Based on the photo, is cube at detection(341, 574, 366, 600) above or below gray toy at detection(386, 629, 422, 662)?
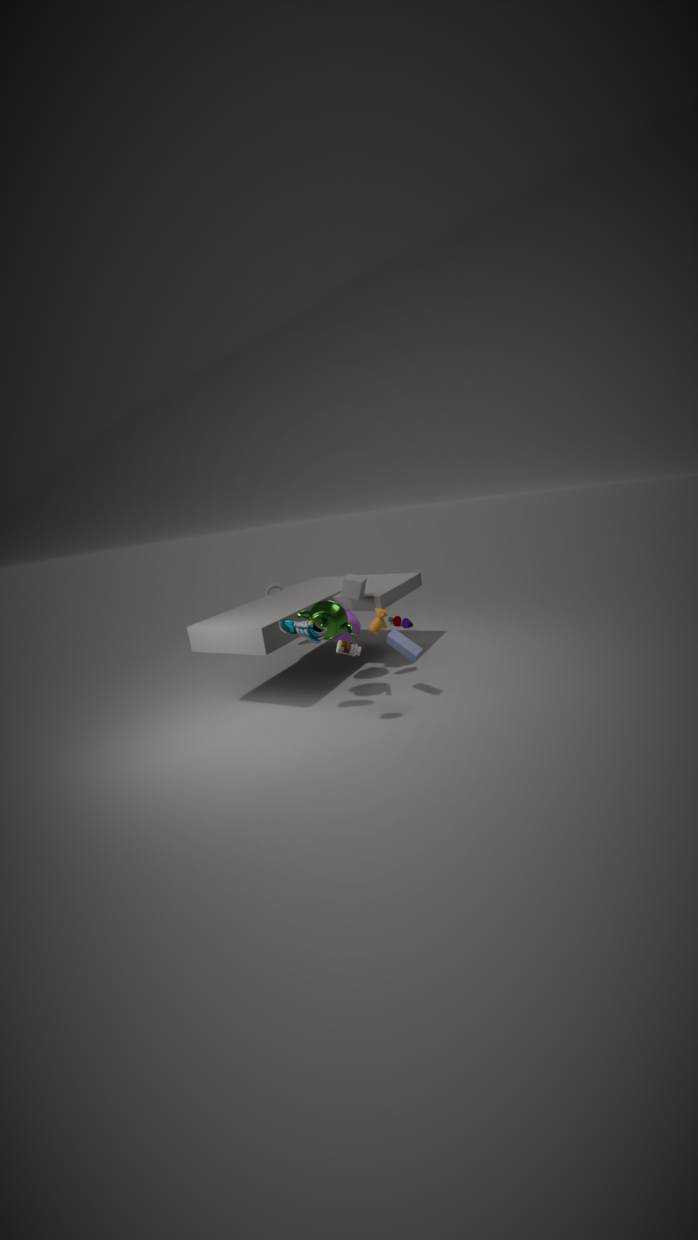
above
